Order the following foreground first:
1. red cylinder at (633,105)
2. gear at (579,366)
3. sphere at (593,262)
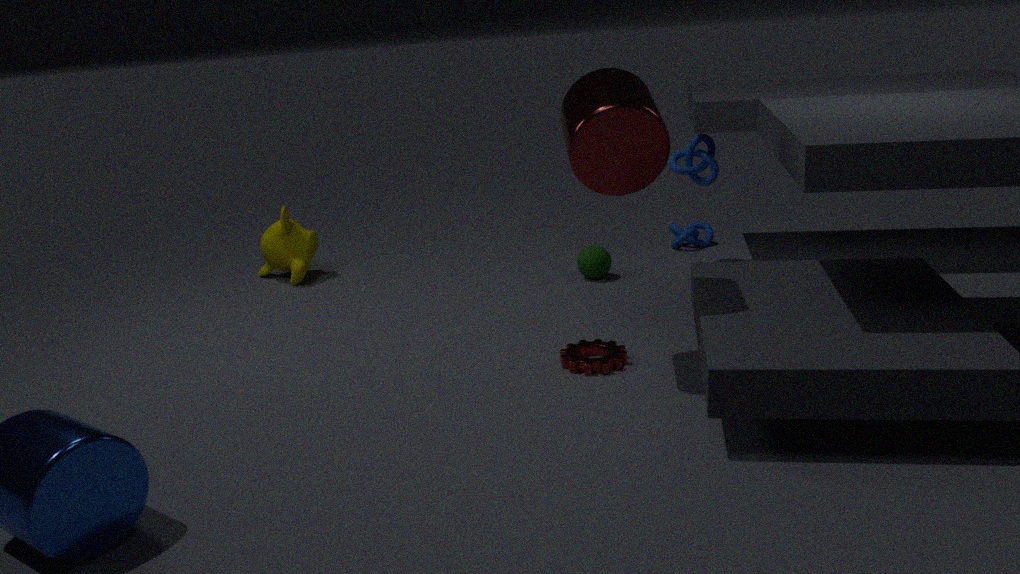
1. red cylinder at (633,105)
2. gear at (579,366)
3. sphere at (593,262)
